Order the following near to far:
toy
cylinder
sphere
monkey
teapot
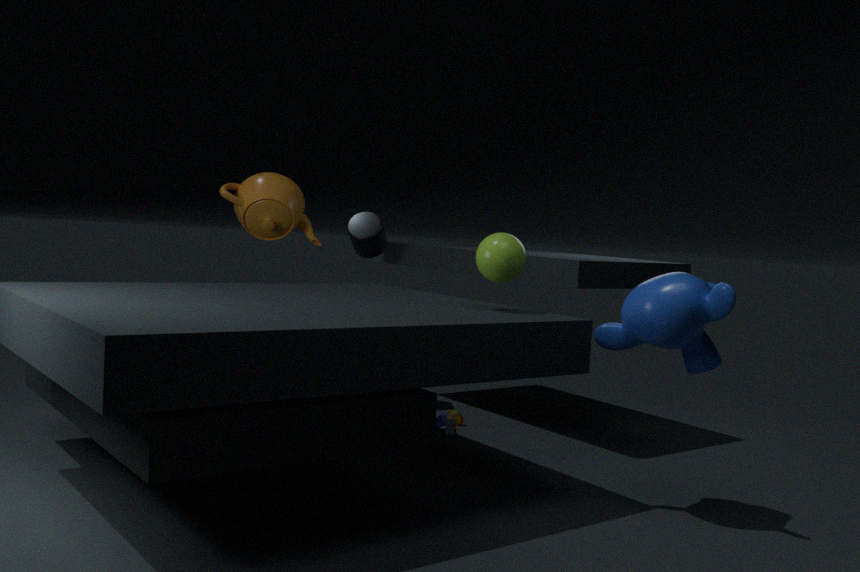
monkey < sphere < teapot < toy < cylinder
